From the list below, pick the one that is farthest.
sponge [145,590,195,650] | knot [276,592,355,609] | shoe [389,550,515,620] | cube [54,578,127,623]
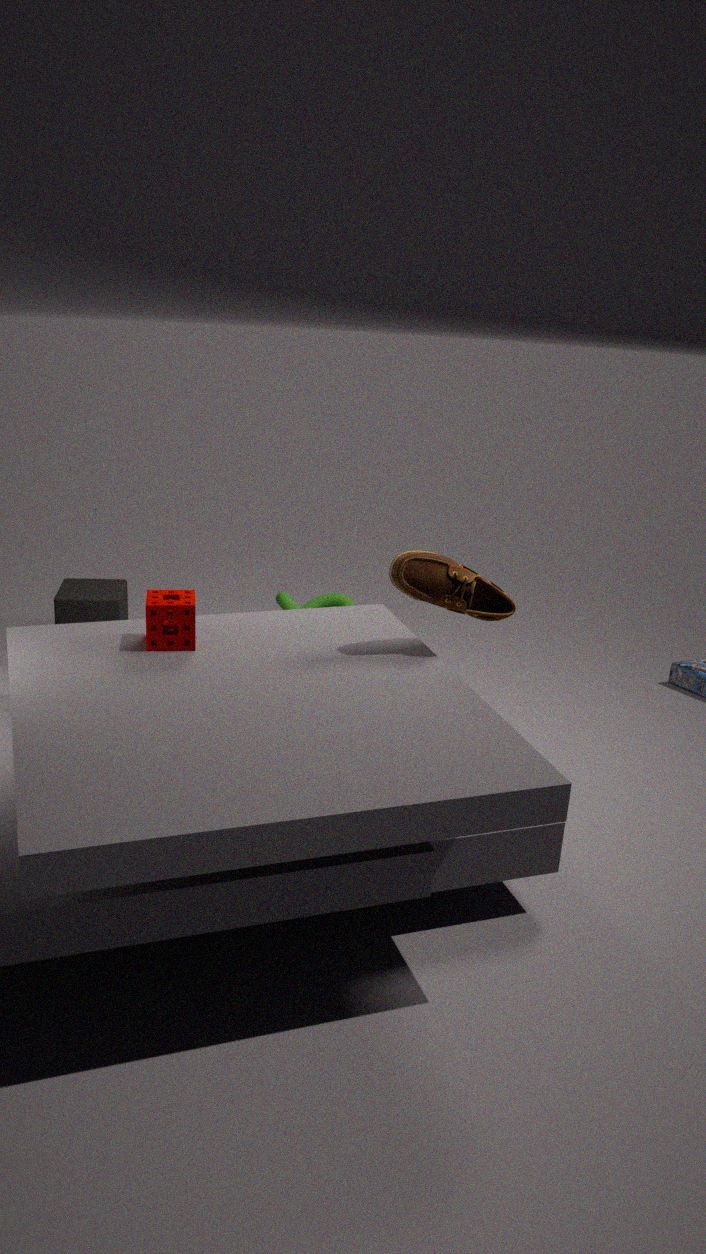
knot [276,592,355,609]
